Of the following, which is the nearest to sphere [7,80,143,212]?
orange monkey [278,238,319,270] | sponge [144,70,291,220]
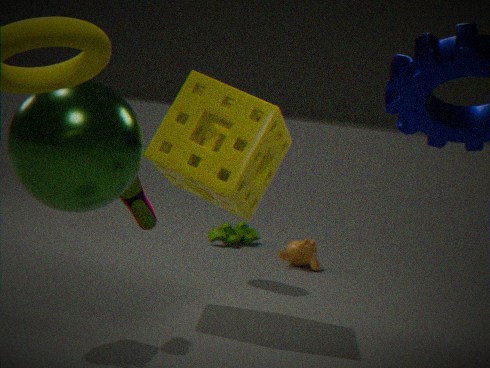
sponge [144,70,291,220]
